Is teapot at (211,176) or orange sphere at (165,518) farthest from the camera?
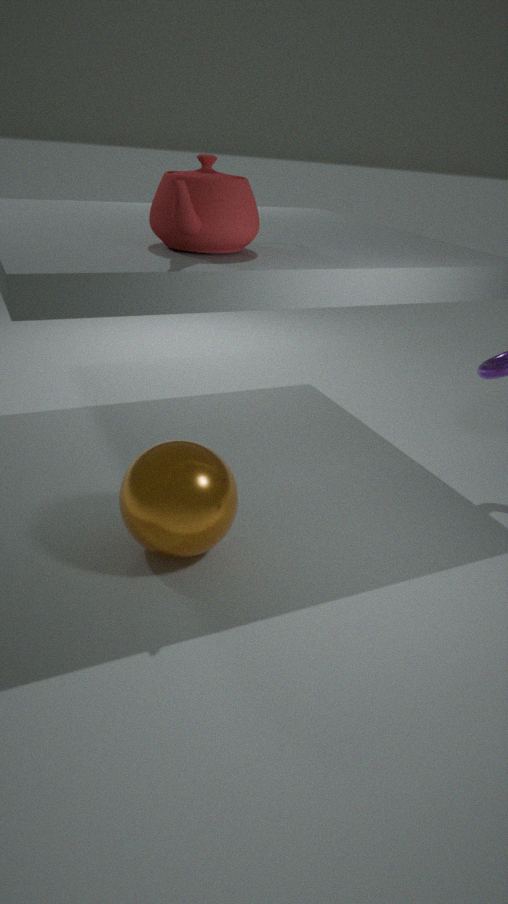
orange sphere at (165,518)
